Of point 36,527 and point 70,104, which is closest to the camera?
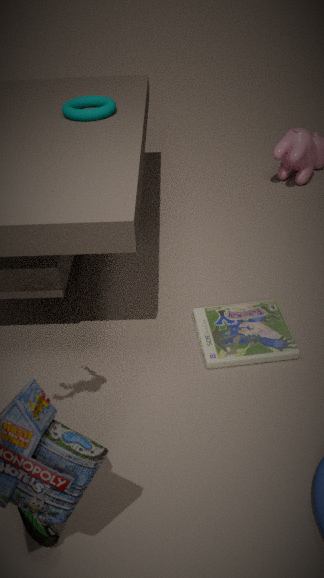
point 36,527
